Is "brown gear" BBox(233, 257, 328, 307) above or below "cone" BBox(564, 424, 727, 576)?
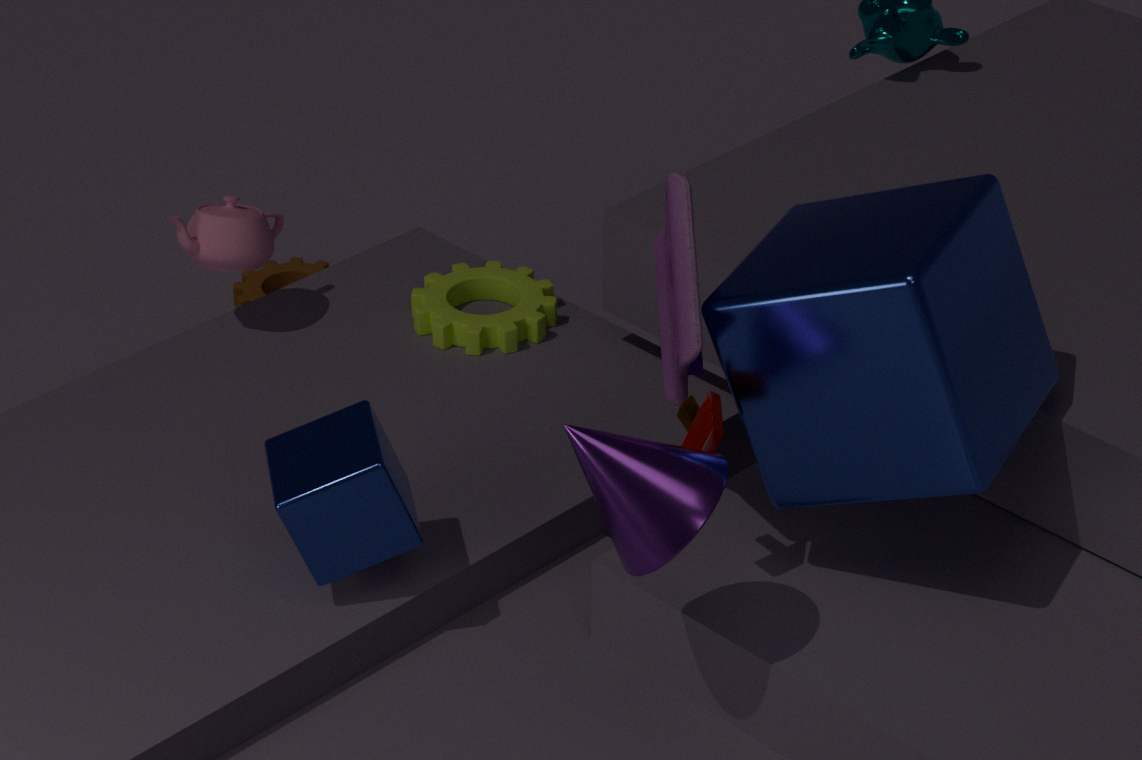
below
